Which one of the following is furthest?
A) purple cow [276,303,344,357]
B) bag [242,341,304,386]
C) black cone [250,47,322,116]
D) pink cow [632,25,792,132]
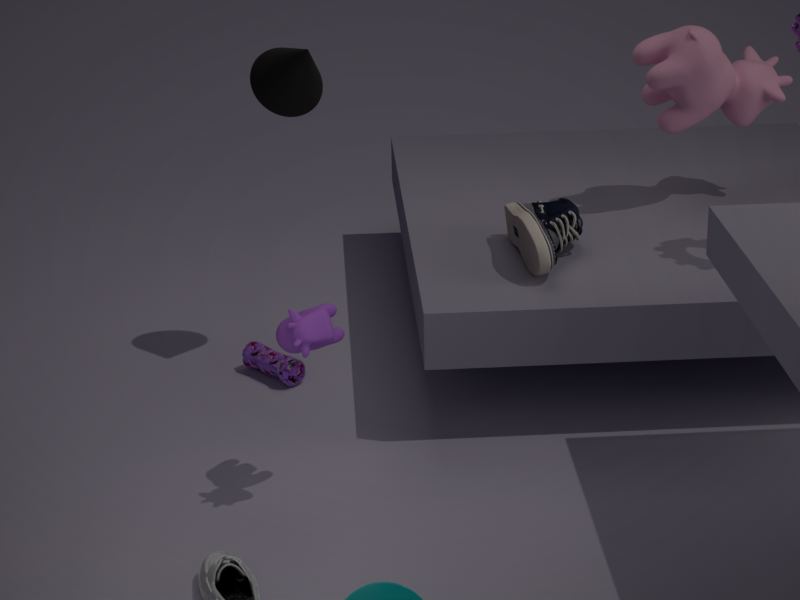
pink cow [632,25,792,132]
